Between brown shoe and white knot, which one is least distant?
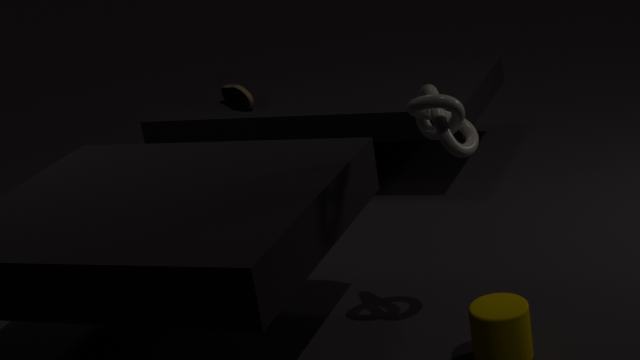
white knot
